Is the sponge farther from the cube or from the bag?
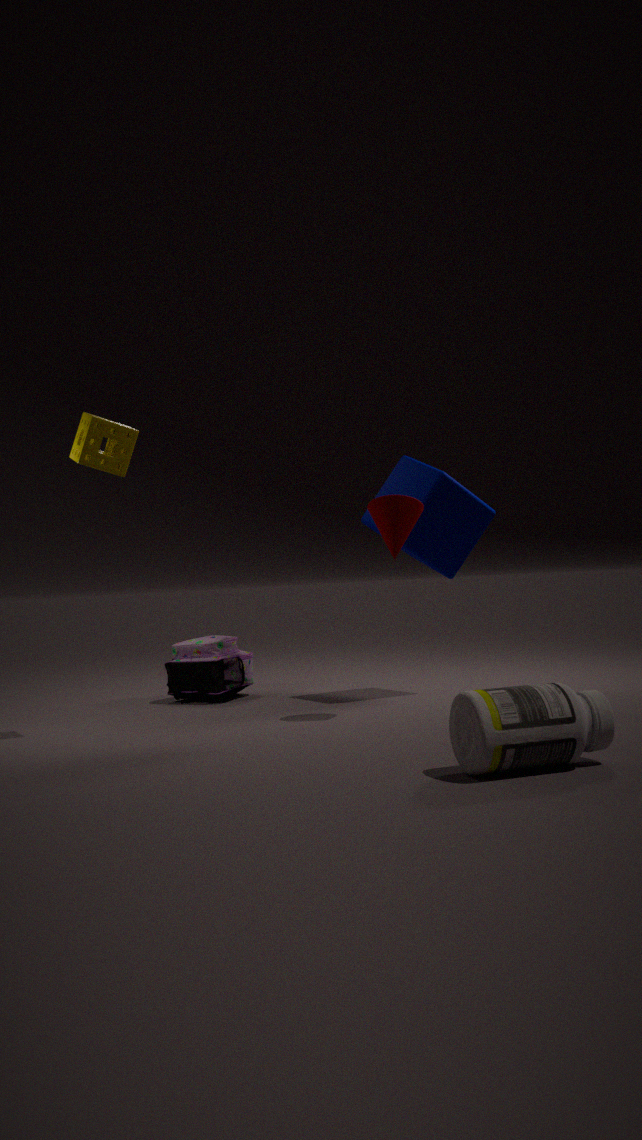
the cube
